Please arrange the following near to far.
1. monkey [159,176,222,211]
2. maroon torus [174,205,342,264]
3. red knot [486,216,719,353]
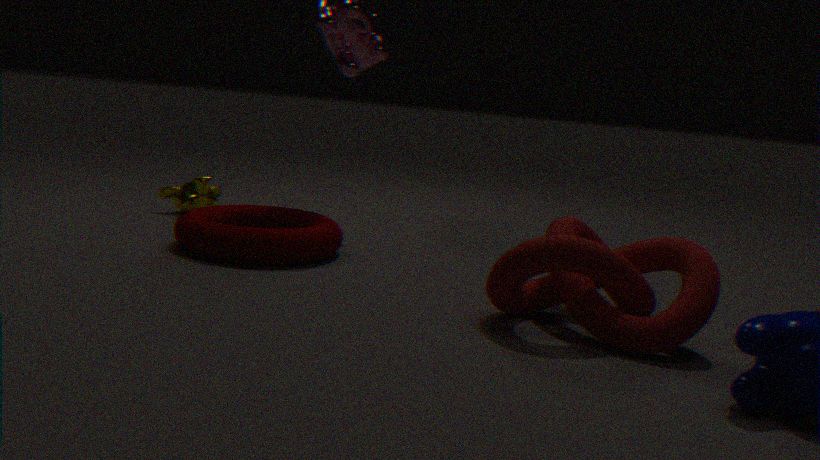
red knot [486,216,719,353]
maroon torus [174,205,342,264]
monkey [159,176,222,211]
